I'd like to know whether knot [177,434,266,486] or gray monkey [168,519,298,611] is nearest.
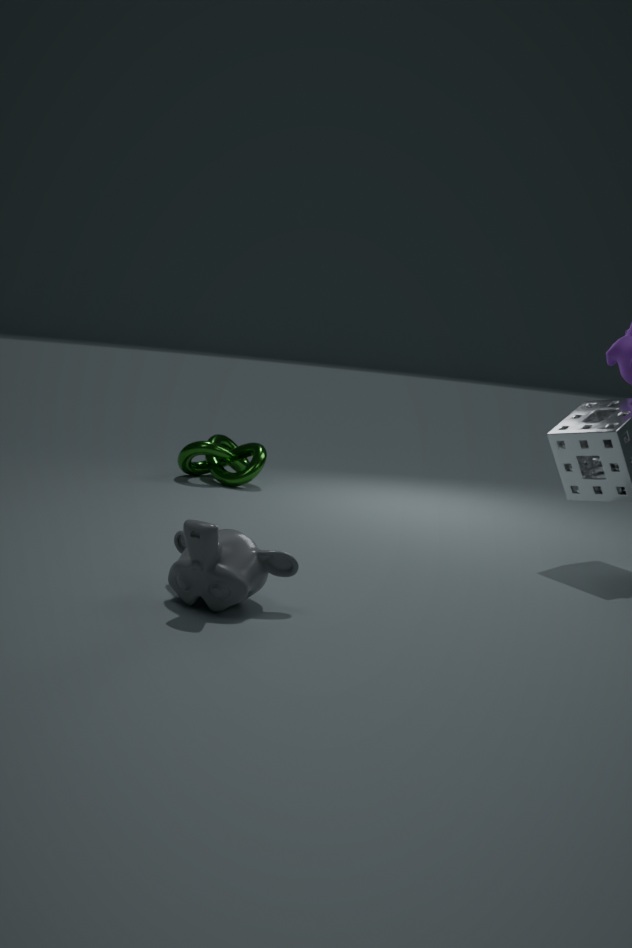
gray monkey [168,519,298,611]
